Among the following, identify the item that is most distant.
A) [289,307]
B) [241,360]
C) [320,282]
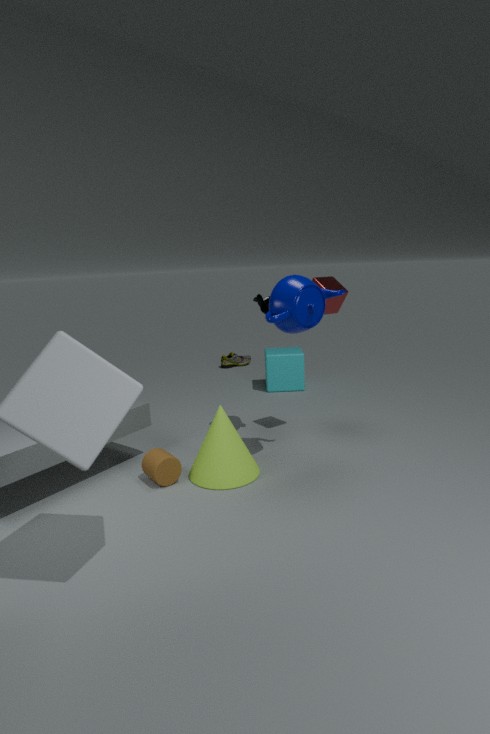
[241,360]
